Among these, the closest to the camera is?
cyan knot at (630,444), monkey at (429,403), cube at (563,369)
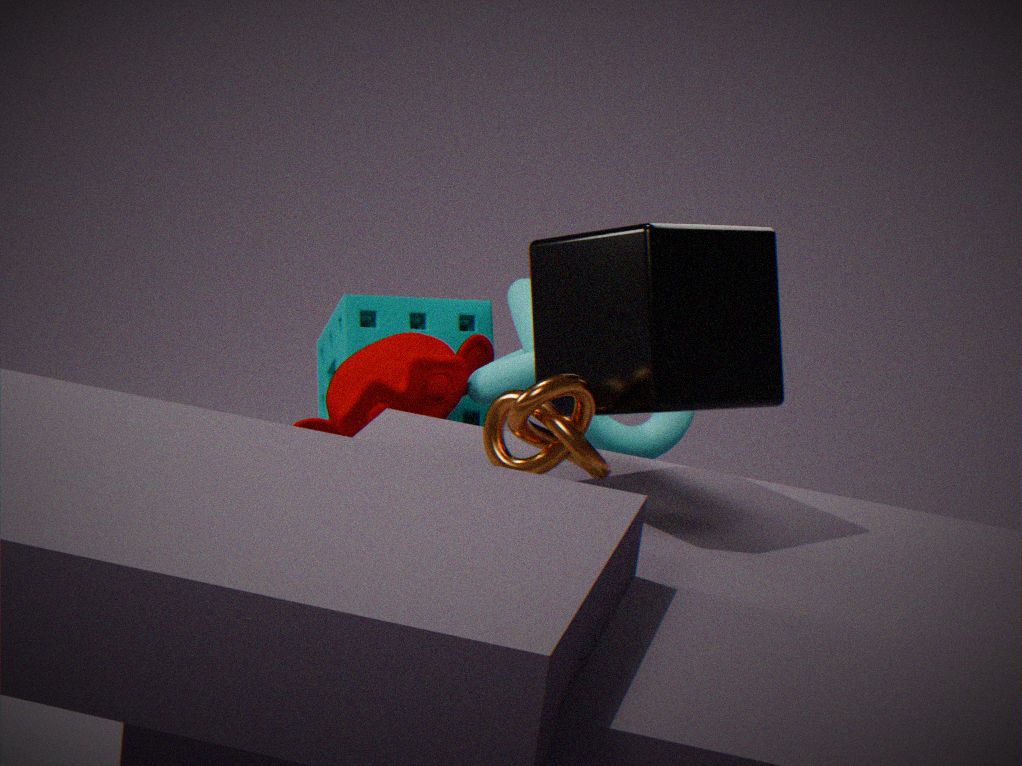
cube at (563,369)
